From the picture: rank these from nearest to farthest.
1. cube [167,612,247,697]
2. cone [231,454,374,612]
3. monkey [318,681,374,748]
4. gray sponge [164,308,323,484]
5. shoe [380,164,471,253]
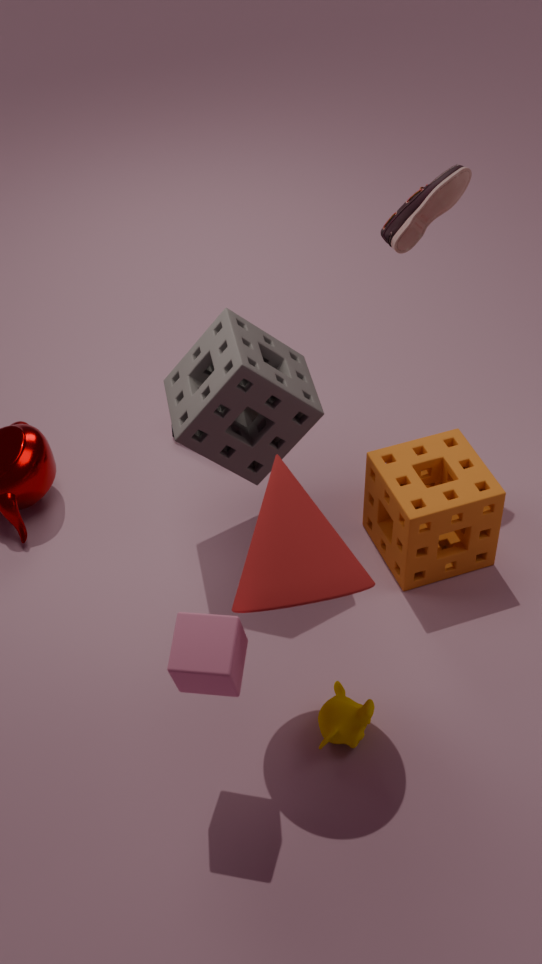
1. cube [167,612,247,697]
2. cone [231,454,374,612]
3. monkey [318,681,374,748]
4. gray sponge [164,308,323,484]
5. shoe [380,164,471,253]
